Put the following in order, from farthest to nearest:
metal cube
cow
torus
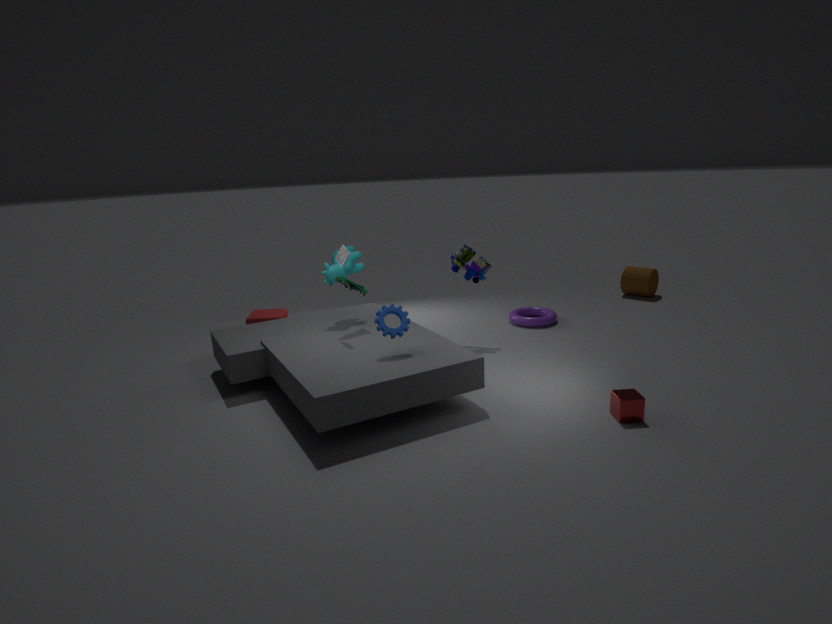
torus < cow < metal cube
